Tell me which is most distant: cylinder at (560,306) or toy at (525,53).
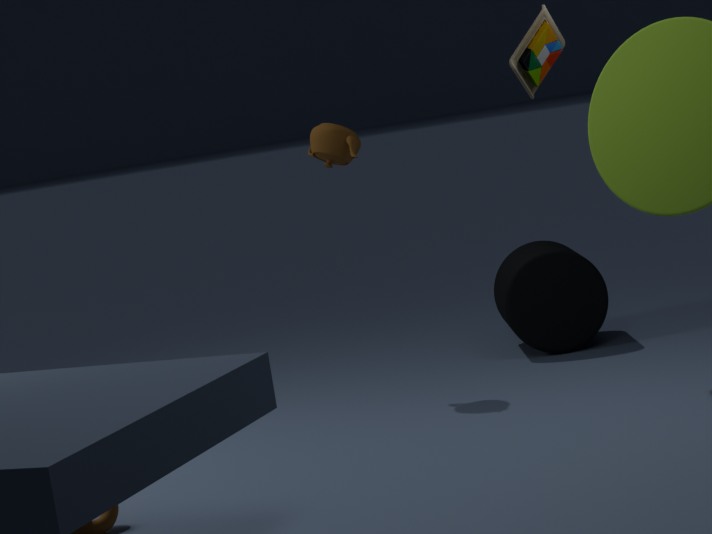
cylinder at (560,306)
